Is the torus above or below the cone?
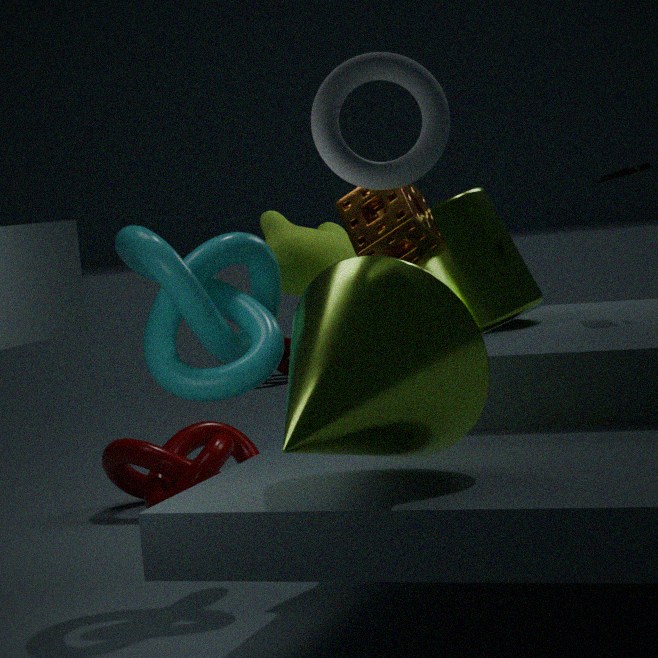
above
